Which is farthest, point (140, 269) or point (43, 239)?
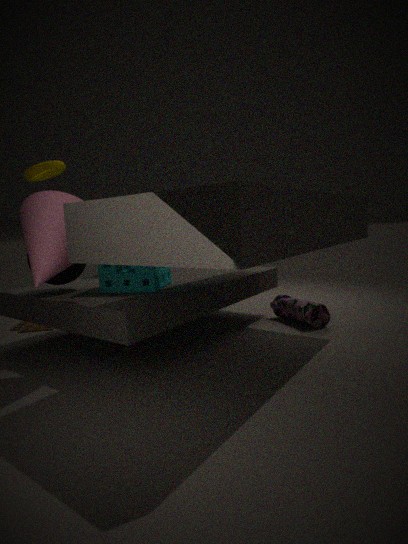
point (140, 269)
